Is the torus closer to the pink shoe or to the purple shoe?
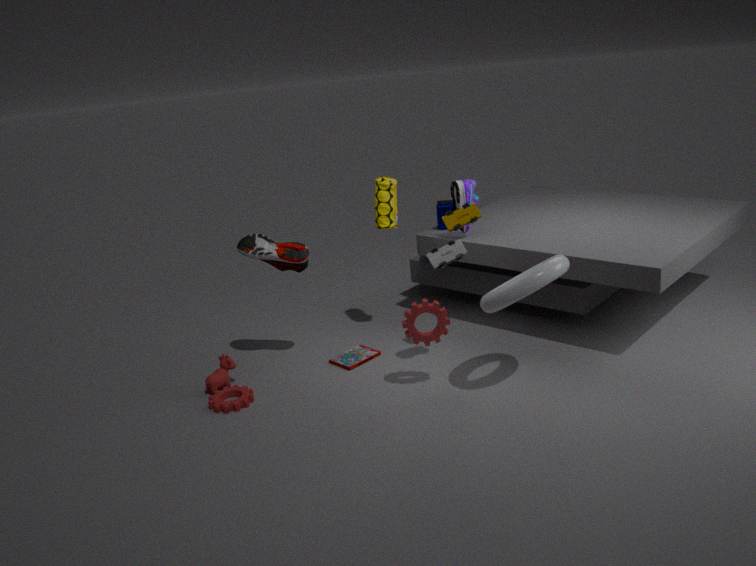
the purple shoe
